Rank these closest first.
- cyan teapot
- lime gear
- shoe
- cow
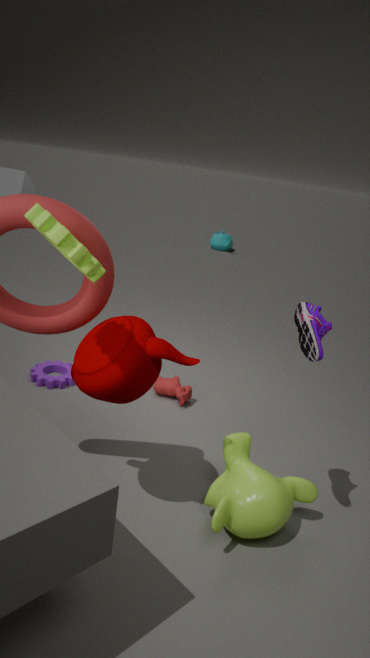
lime gear → shoe → cow → cyan teapot
